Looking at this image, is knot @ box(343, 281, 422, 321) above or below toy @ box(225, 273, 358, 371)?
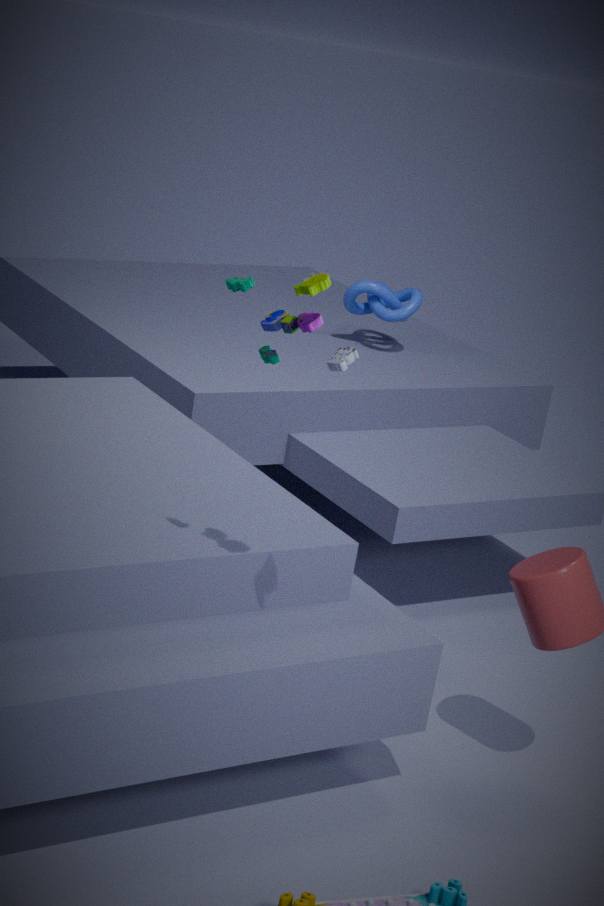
below
